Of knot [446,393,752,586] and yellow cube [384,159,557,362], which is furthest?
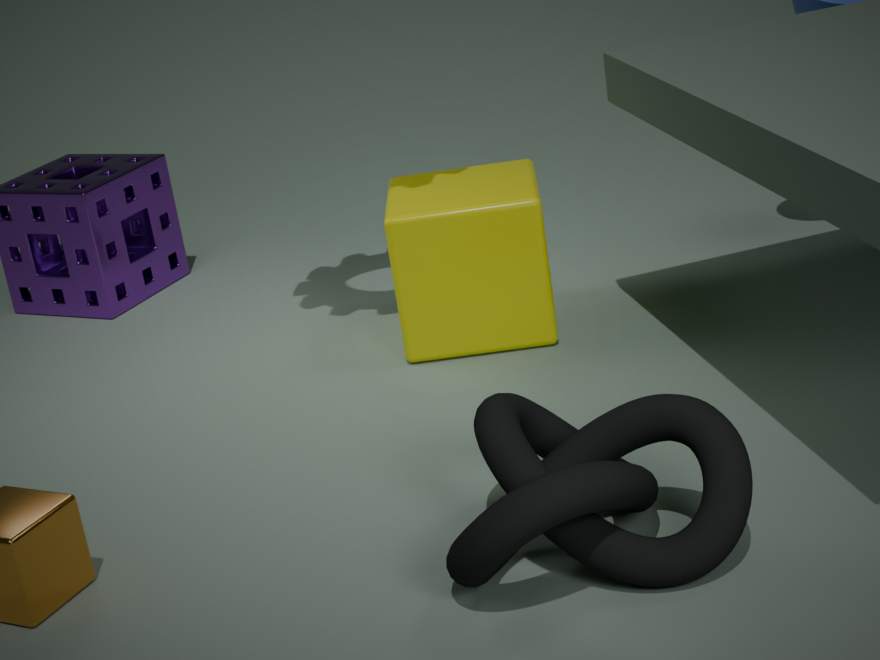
yellow cube [384,159,557,362]
